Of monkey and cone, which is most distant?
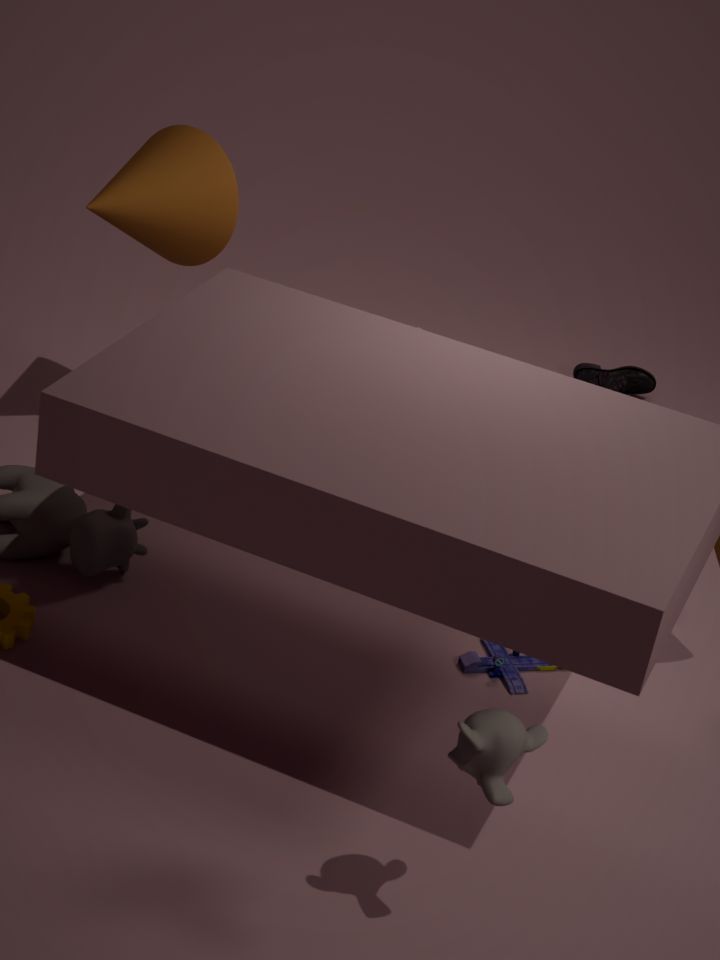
cone
